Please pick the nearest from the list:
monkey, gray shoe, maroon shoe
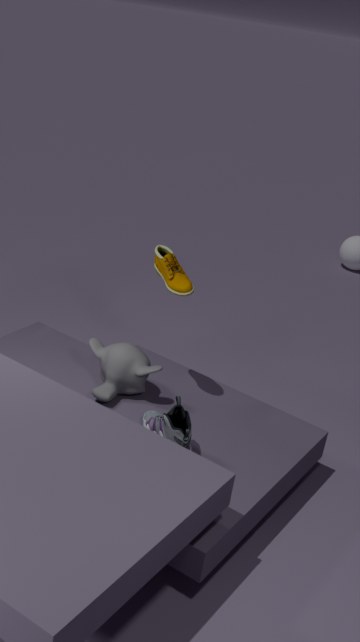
gray shoe
